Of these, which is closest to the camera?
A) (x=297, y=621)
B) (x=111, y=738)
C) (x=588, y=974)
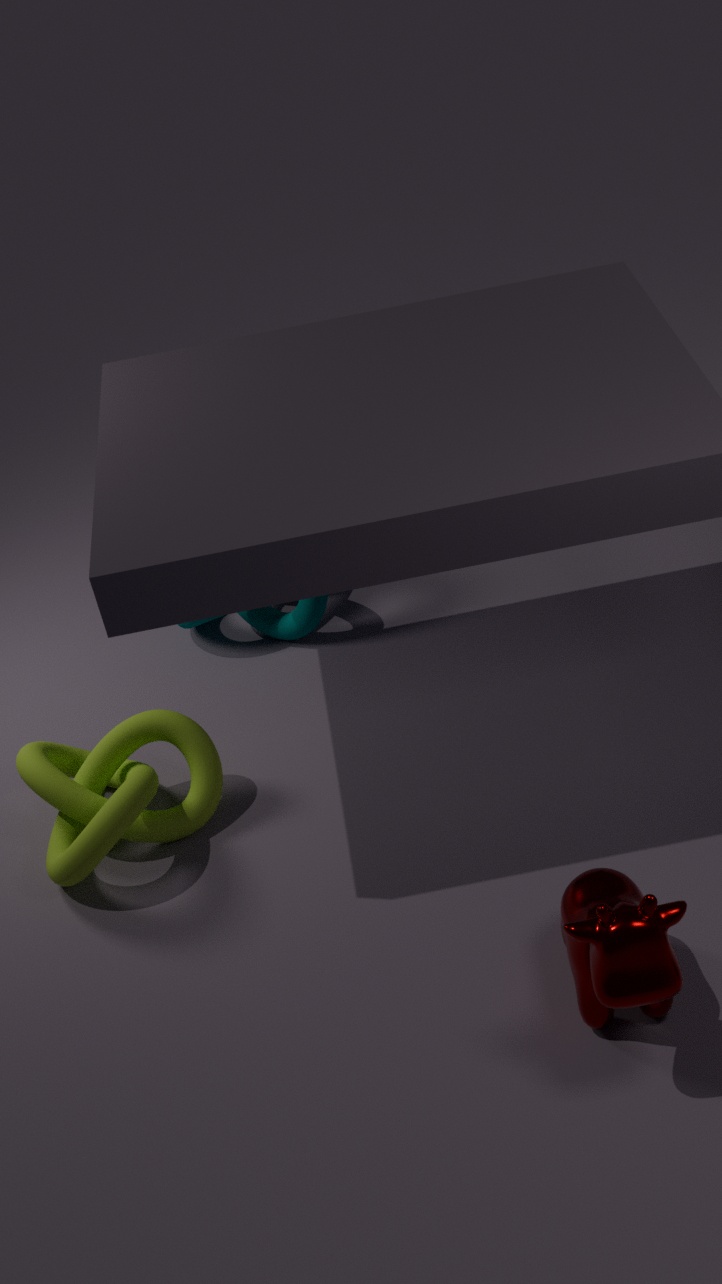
(x=588, y=974)
